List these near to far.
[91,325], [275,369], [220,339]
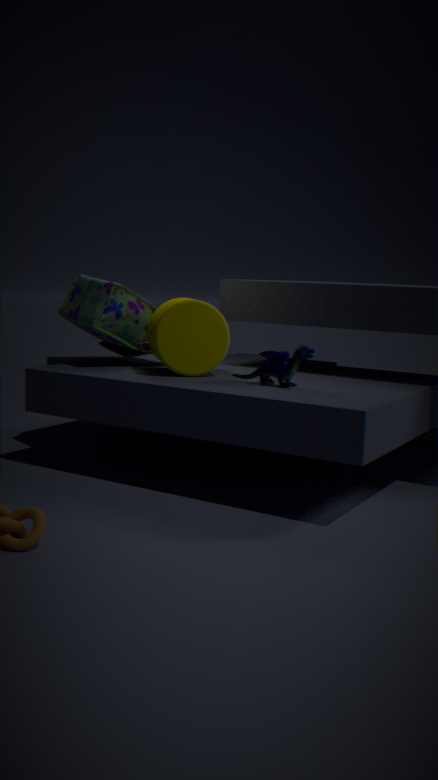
[275,369], [220,339], [91,325]
